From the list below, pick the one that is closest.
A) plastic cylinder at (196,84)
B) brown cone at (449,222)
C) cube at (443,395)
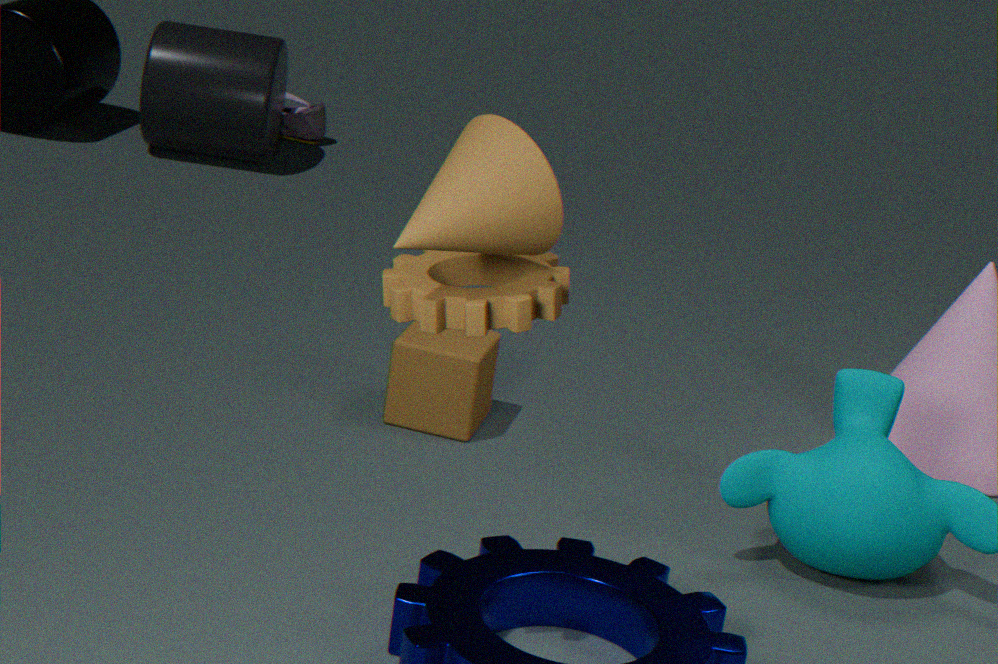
brown cone at (449,222)
